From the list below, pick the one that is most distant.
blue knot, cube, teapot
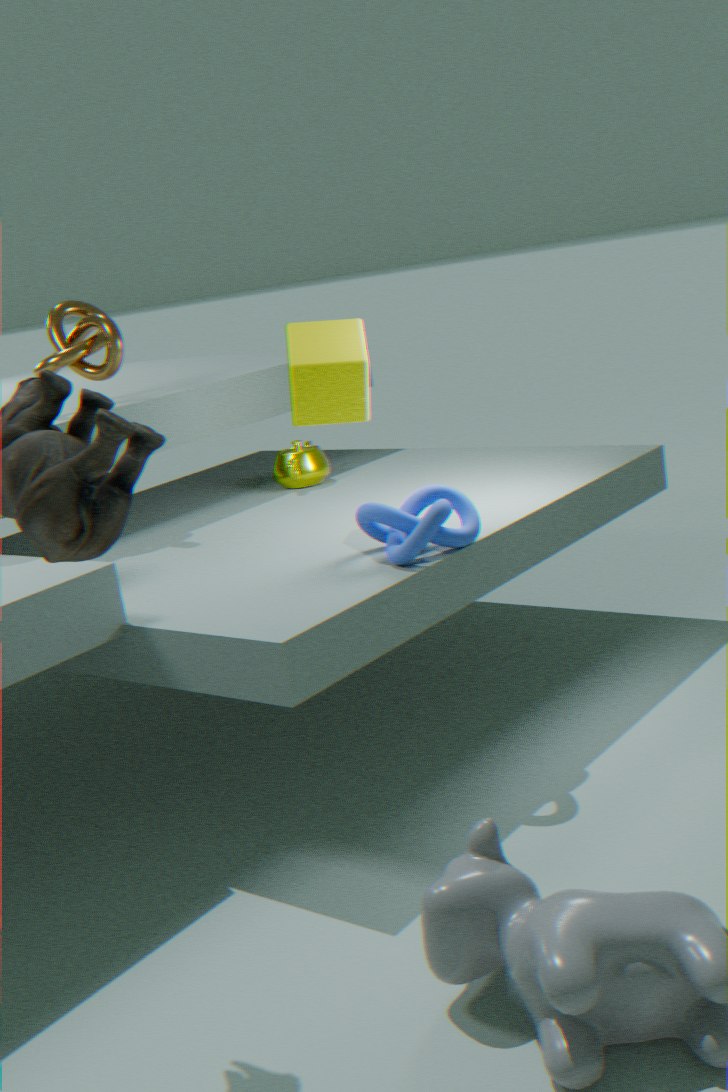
teapot
